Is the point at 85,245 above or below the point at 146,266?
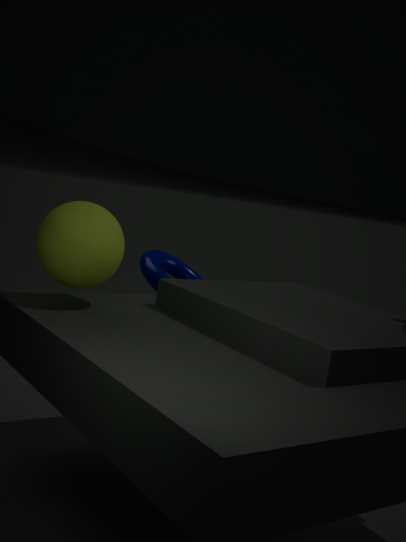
above
